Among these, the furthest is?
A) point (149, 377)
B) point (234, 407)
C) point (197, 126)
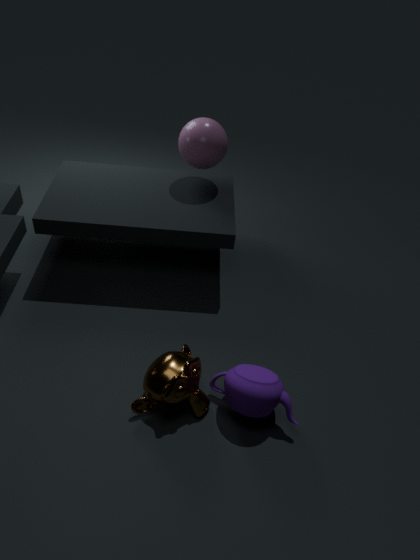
point (197, 126)
